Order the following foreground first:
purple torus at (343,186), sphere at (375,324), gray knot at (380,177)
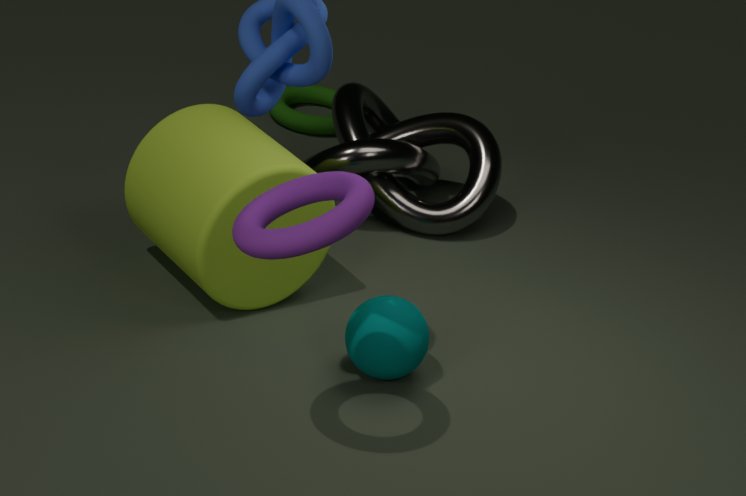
purple torus at (343,186)
sphere at (375,324)
gray knot at (380,177)
